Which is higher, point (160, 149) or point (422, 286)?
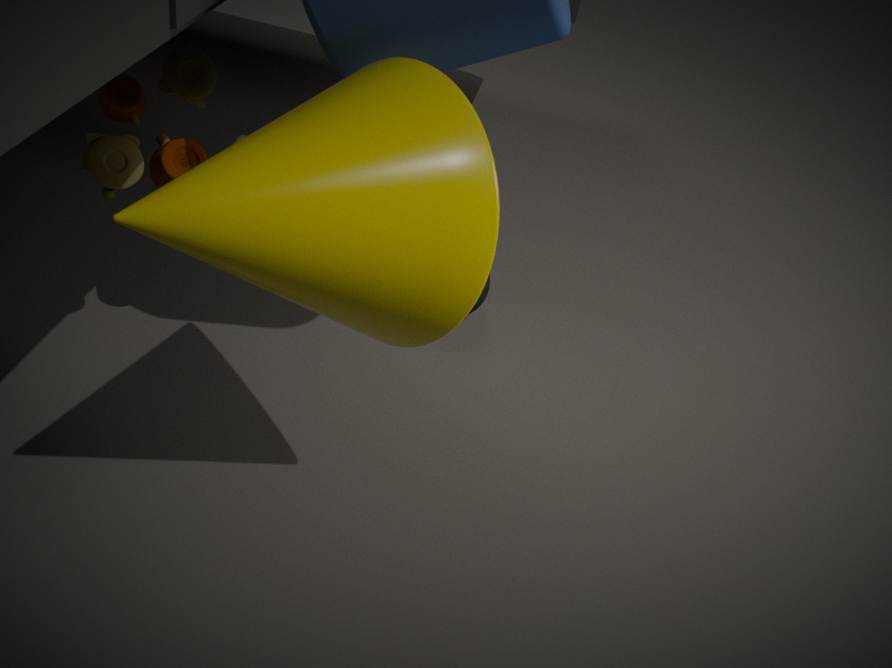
point (422, 286)
